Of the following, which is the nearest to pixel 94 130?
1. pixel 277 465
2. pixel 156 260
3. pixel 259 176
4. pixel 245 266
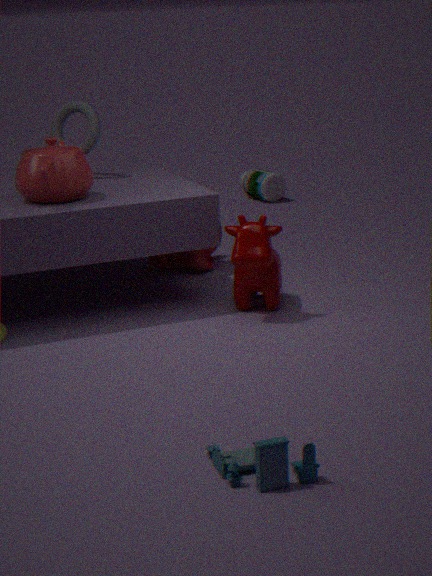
pixel 156 260
